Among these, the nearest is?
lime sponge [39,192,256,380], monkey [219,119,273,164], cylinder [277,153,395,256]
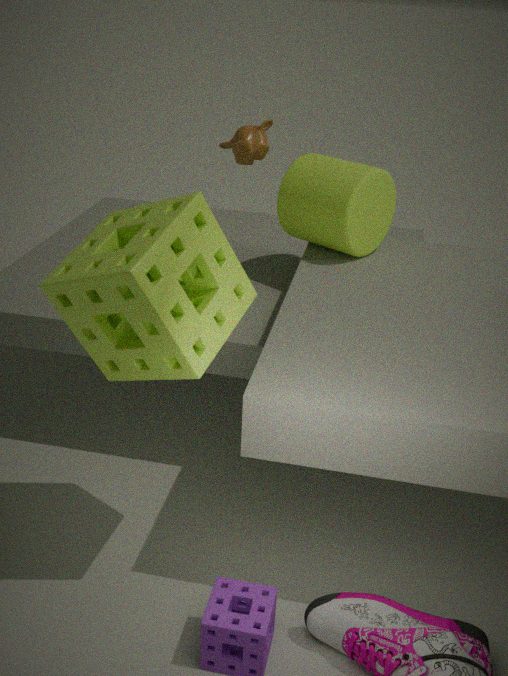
lime sponge [39,192,256,380]
